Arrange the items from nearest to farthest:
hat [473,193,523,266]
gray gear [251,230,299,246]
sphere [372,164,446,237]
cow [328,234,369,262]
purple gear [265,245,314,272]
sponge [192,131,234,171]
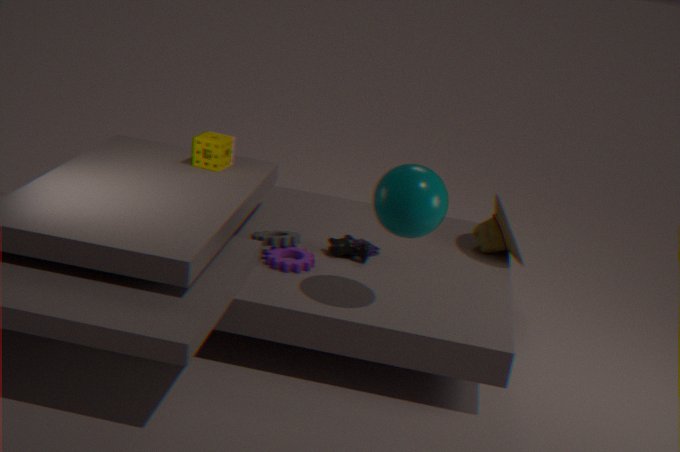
sphere [372,164,446,237] < purple gear [265,245,314,272] < gray gear [251,230,299,246] < cow [328,234,369,262] < hat [473,193,523,266] < sponge [192,131,234,171]
